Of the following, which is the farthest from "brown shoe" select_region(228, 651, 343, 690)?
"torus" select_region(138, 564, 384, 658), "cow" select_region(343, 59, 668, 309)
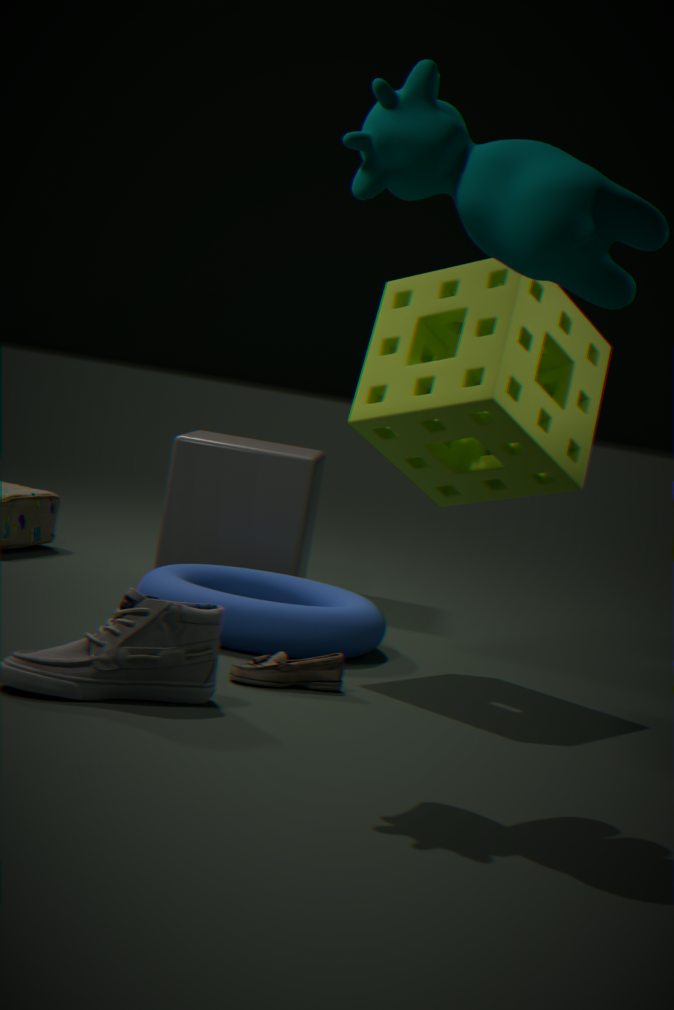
"cow" select_region(343, 59, 668, 309)
